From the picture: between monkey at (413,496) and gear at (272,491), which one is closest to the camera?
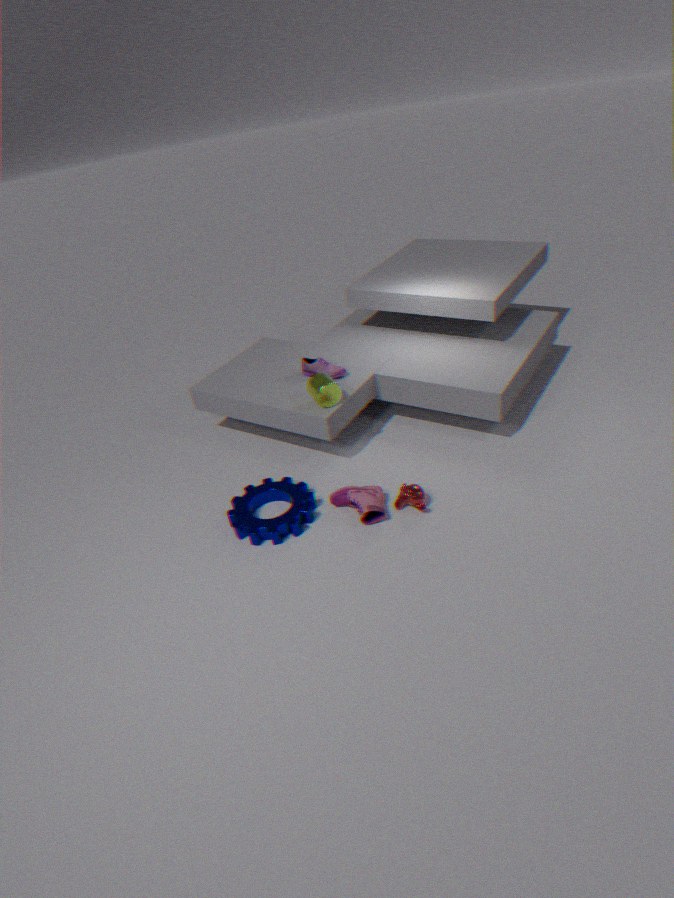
gear at (272,491)
